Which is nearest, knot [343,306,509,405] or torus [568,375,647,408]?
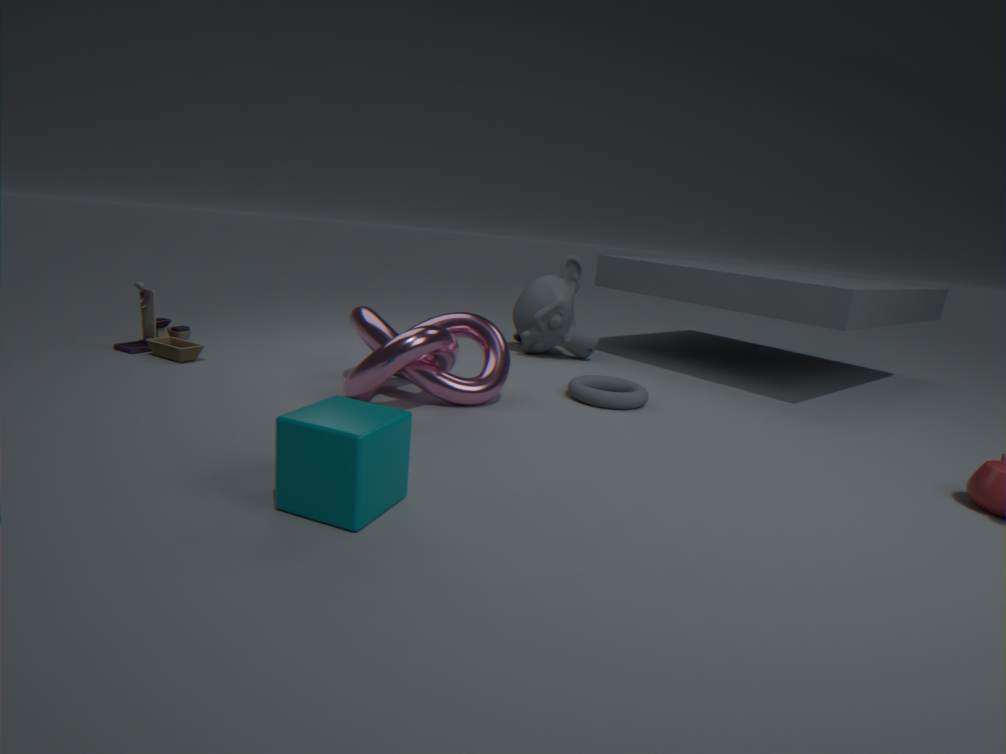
knot [343,306,509,405]
